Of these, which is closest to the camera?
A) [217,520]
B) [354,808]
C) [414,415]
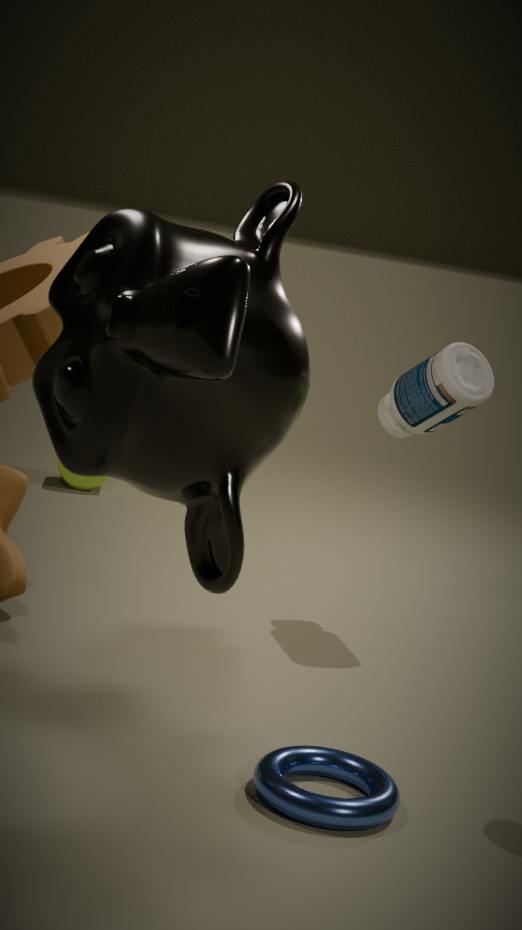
[217,520]
